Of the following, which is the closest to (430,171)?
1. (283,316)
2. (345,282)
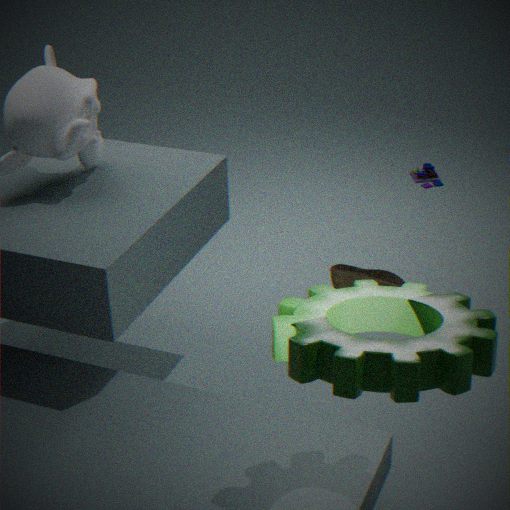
(345,282)
